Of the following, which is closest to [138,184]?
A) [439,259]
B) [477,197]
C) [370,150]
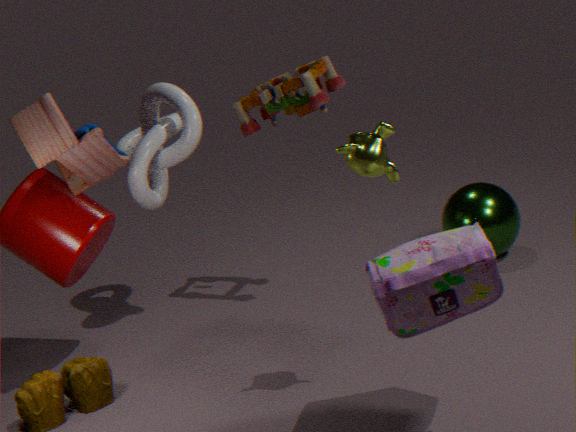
[370,150]
